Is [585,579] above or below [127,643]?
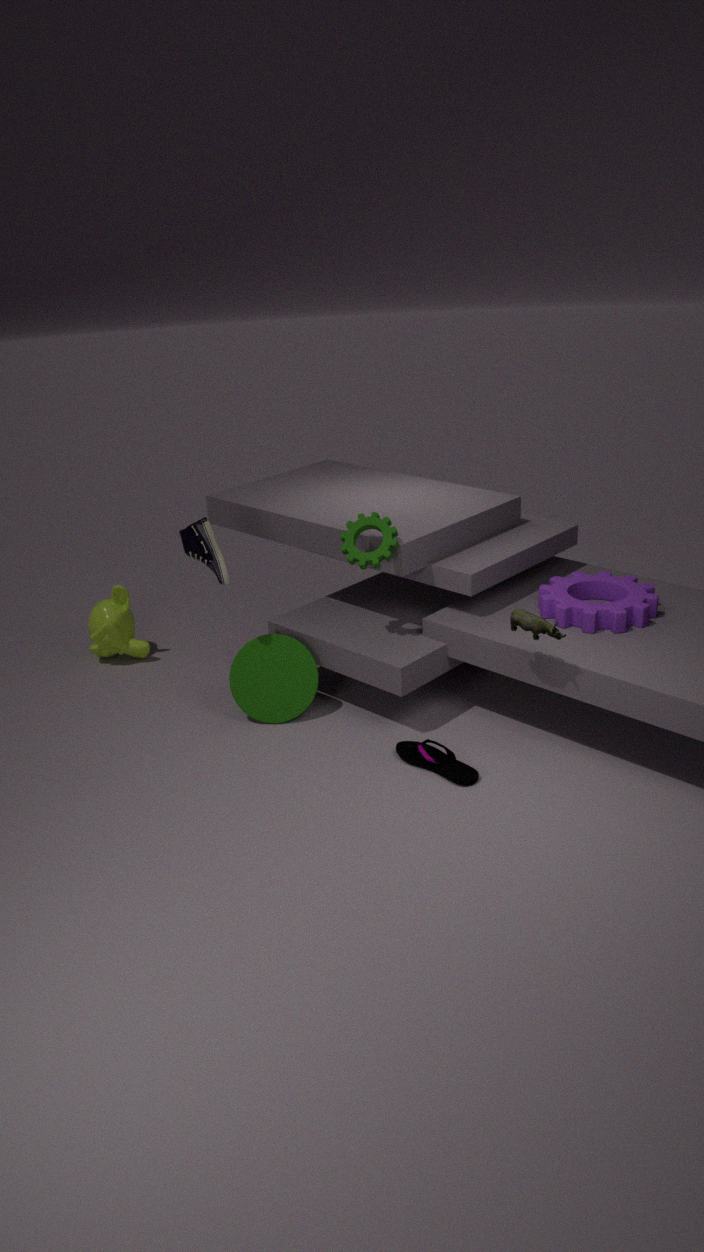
above
